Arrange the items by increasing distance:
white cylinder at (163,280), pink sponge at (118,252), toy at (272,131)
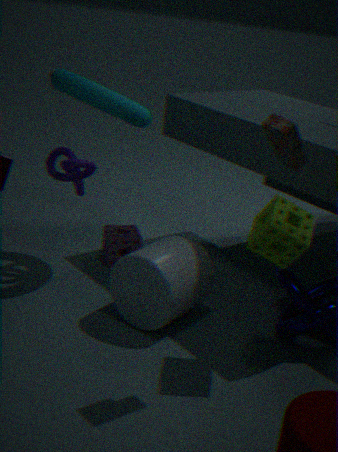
toy at (272,131) → white cylinder at (163,280) → pink sponge at (118,252)
